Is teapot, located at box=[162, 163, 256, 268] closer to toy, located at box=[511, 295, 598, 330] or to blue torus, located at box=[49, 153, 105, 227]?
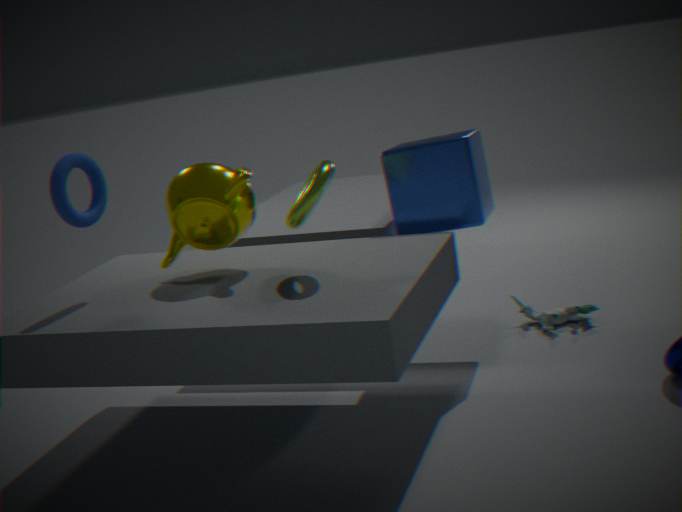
blue torus, located at box=[49, 153, 105, 227]
